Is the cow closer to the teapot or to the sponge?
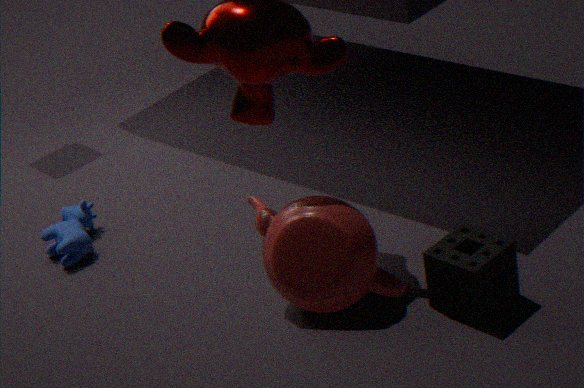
the teapot
